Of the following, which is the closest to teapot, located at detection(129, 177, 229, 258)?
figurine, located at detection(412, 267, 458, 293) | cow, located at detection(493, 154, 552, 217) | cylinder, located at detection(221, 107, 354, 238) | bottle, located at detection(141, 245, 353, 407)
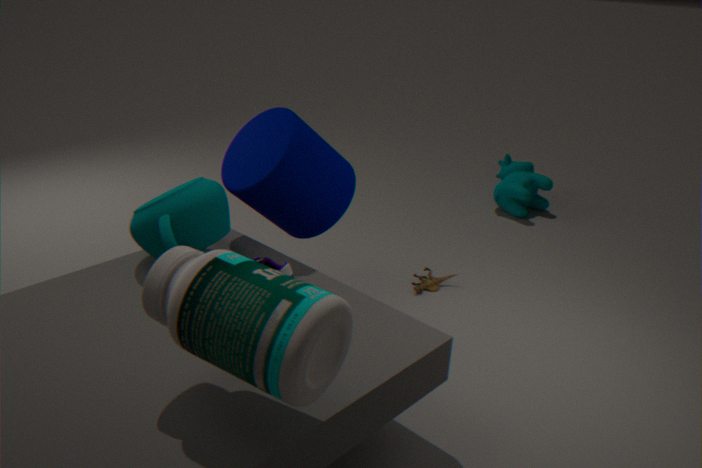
cylinder, located at detection(221, 107, 354, 238)
